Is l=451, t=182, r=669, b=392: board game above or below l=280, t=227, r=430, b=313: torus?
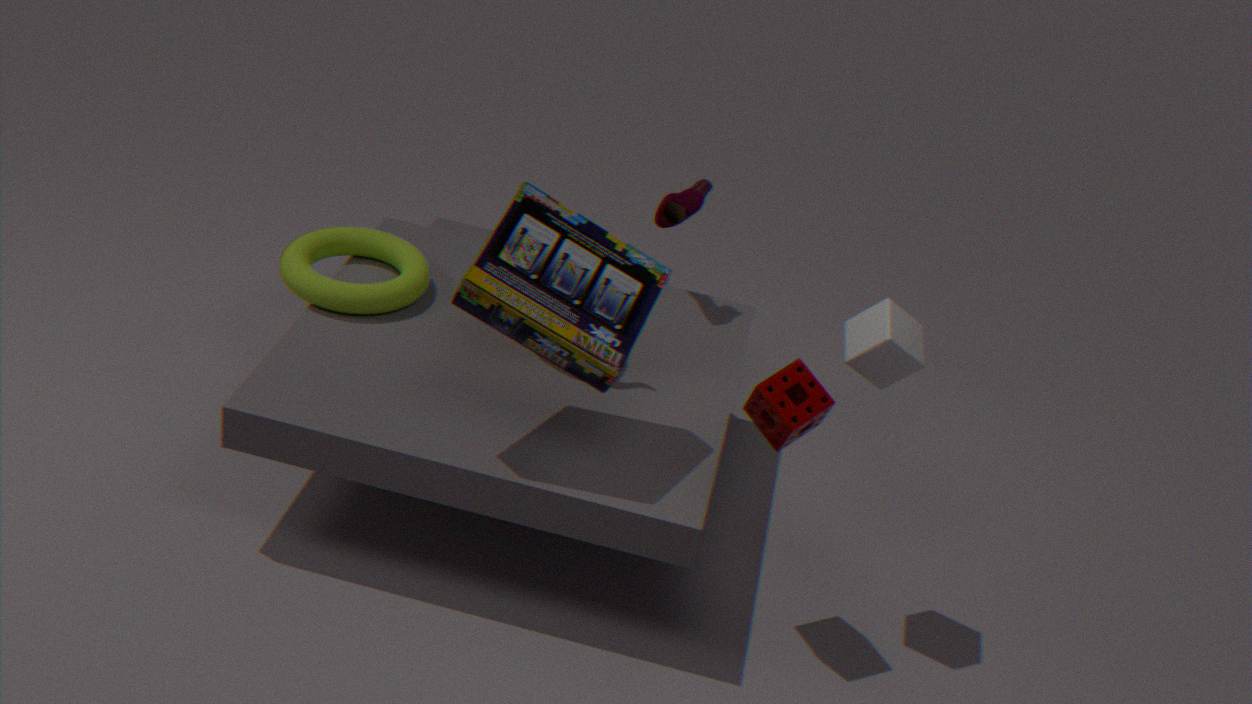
above
